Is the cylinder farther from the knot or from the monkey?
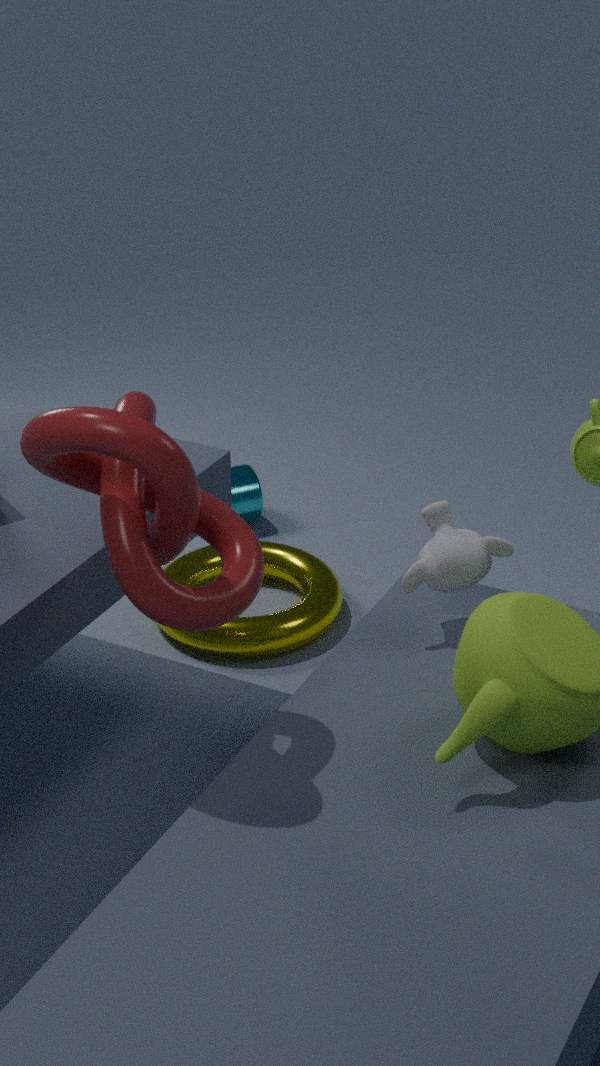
the knot
